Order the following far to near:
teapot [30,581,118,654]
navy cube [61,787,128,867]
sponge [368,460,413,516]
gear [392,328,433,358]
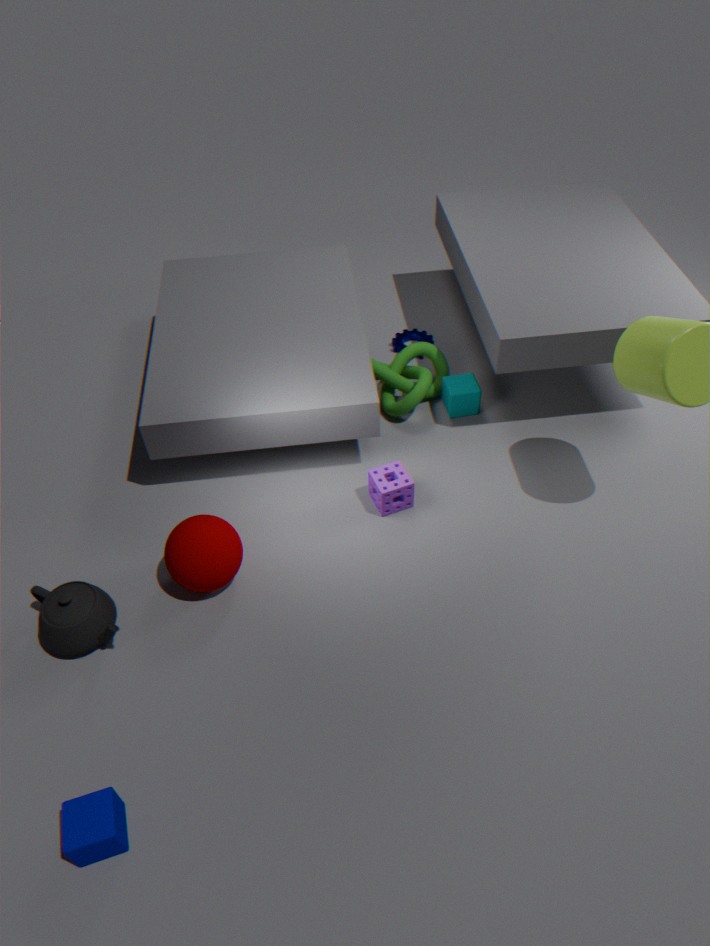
gear [392,328,433,358], sponge [368,460,413,516], teapot [30,581,118,654], navy cube [61,787,128,867]
